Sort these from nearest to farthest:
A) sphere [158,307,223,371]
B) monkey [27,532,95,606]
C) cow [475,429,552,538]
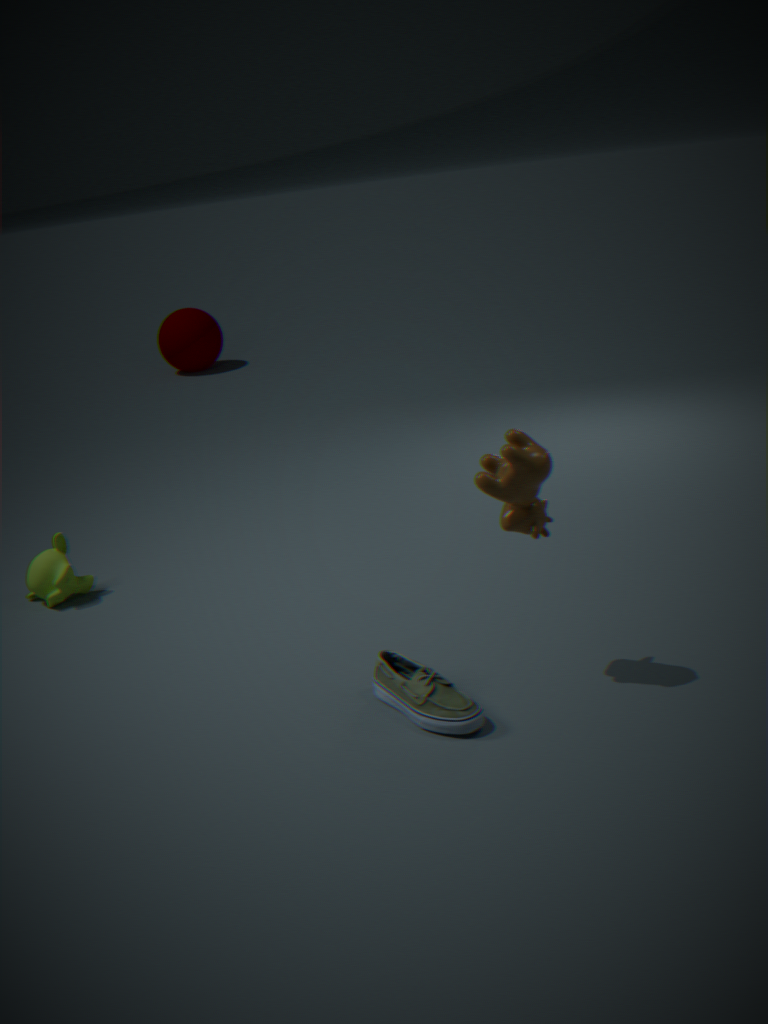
cow [475,429,552,538], monkey [27,532,95,606], sphere [158,307,223,371]
